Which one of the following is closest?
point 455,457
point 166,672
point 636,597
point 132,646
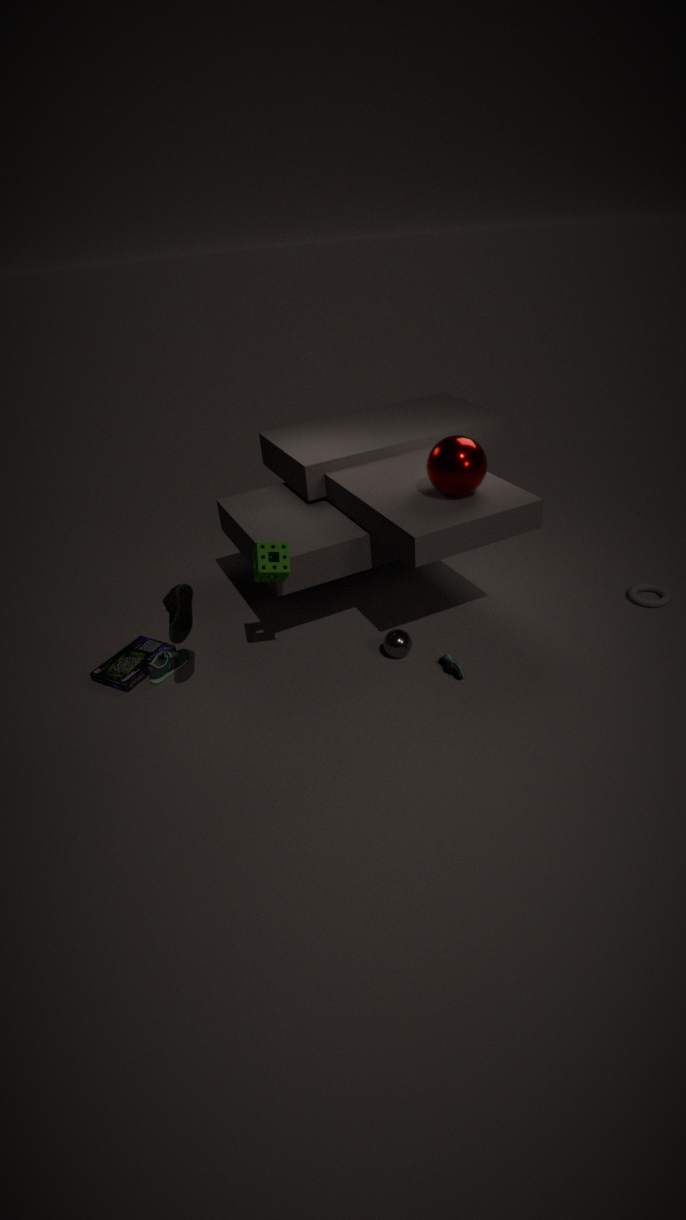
point 455,457
